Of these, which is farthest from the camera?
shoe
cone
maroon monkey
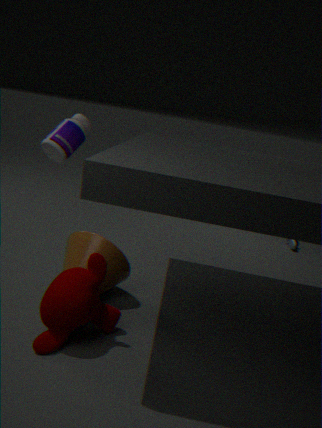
shoe
